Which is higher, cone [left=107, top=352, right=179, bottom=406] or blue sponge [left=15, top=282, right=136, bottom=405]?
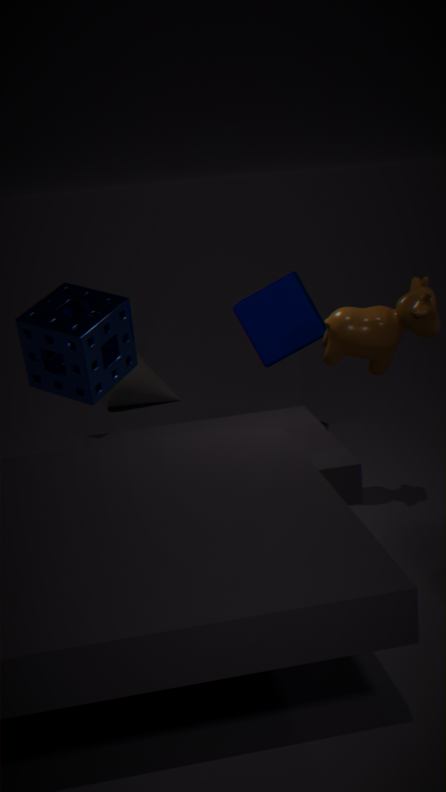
blue sponge [left=15, top=282, right=136, bottom=405]
